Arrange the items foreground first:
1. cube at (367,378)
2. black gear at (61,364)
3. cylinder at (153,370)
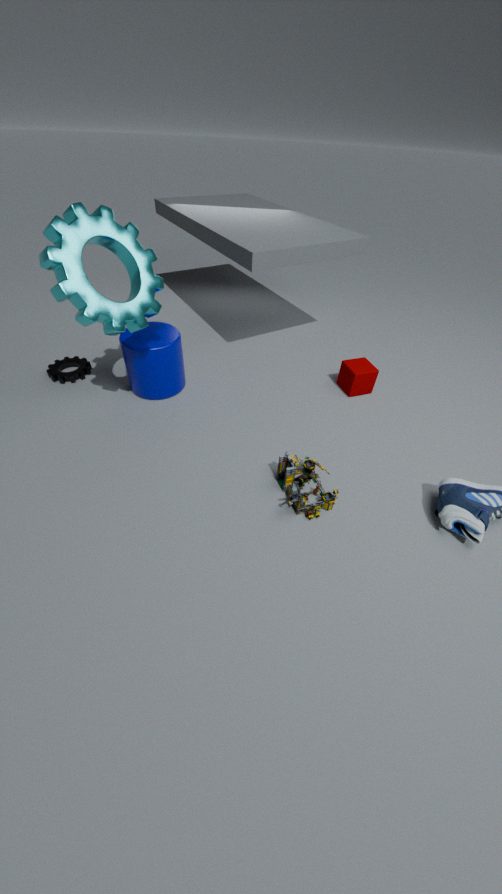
cylinder at (153,370)
cube at (367,378)
black gear at (61,364)
